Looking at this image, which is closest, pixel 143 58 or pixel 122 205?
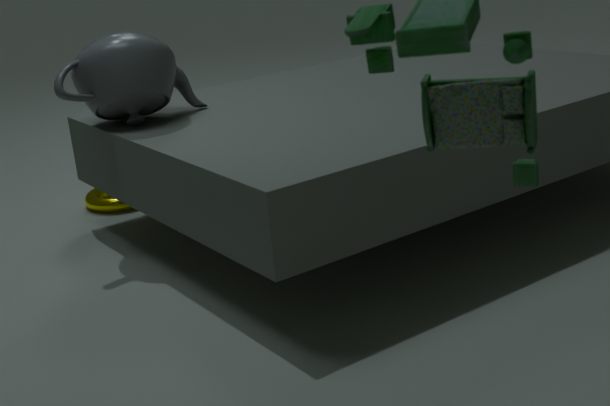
pixel 143 58
